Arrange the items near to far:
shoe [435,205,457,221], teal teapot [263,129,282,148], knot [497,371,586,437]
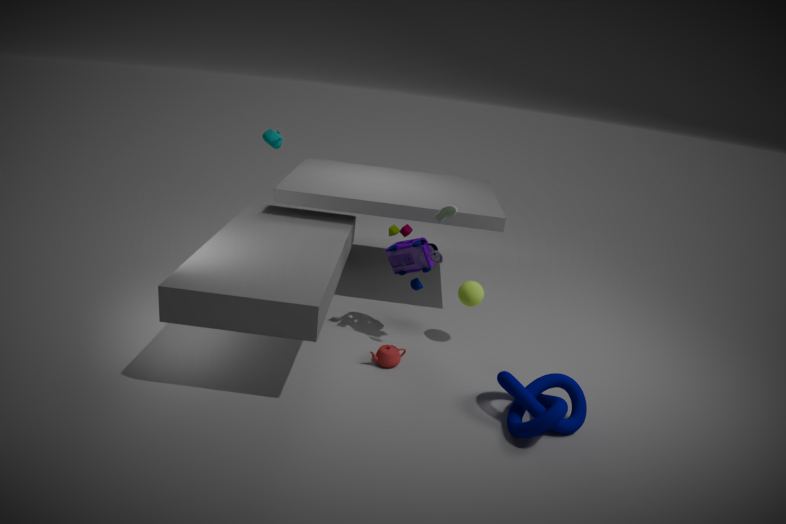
knot [497,371,586,437] → shoe [435,205,457,221] → teal teapot [263,129,282,148]
